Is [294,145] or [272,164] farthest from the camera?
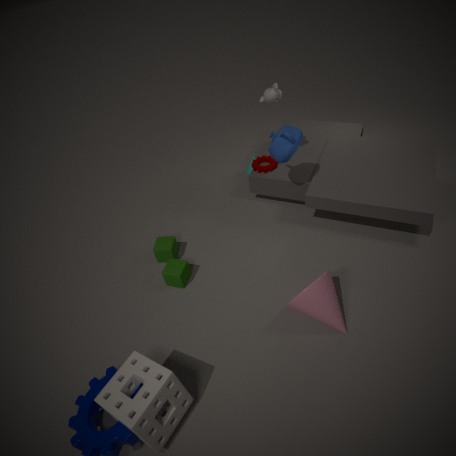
[272,164]
